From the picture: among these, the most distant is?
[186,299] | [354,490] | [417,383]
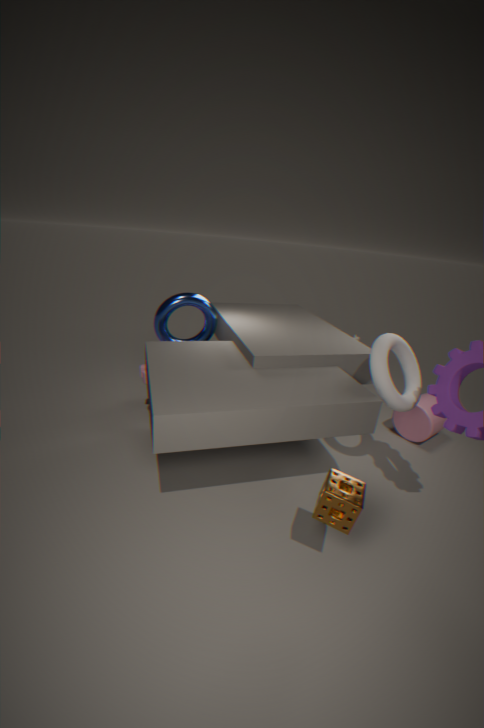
[186,299]
